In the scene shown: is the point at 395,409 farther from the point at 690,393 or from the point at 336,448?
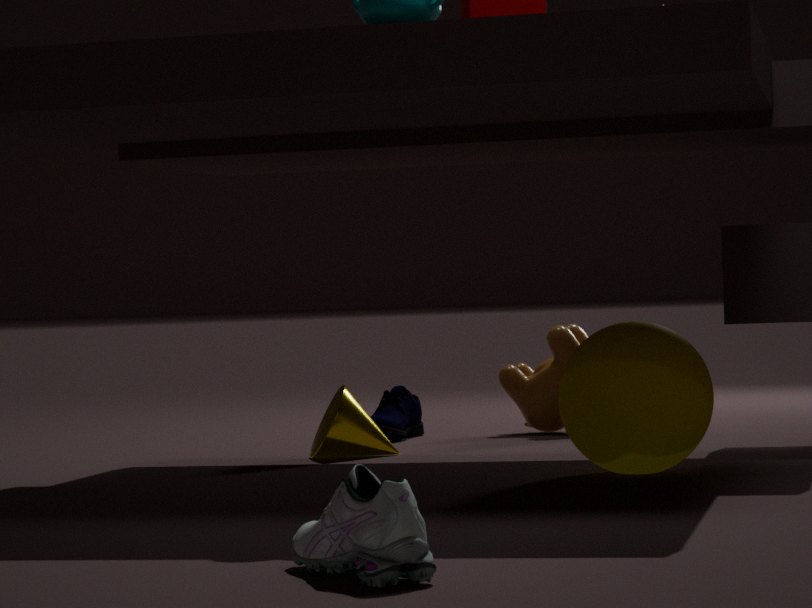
the point at 690,393
